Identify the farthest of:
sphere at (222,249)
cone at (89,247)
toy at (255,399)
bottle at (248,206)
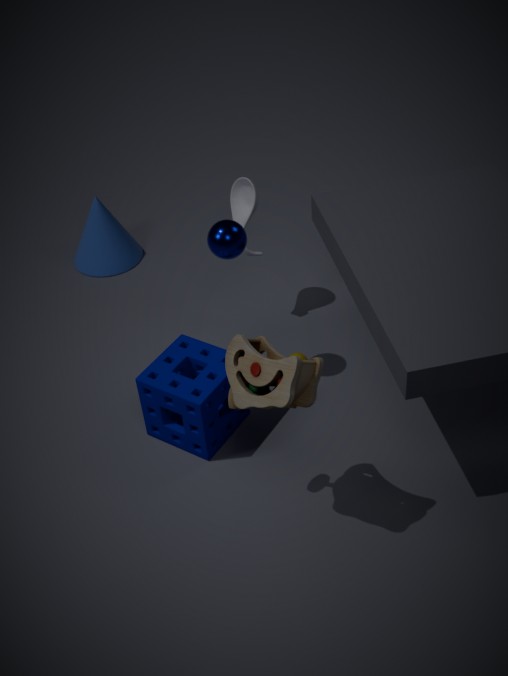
cone at (89,247)
